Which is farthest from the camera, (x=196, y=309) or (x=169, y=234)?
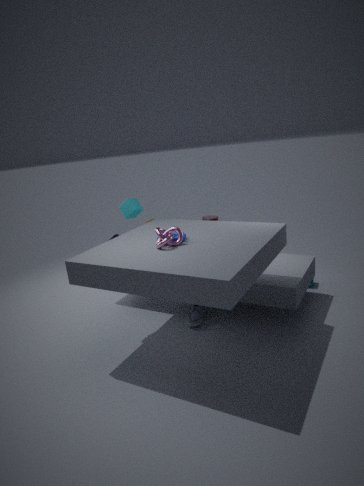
(x=196, y=309)
